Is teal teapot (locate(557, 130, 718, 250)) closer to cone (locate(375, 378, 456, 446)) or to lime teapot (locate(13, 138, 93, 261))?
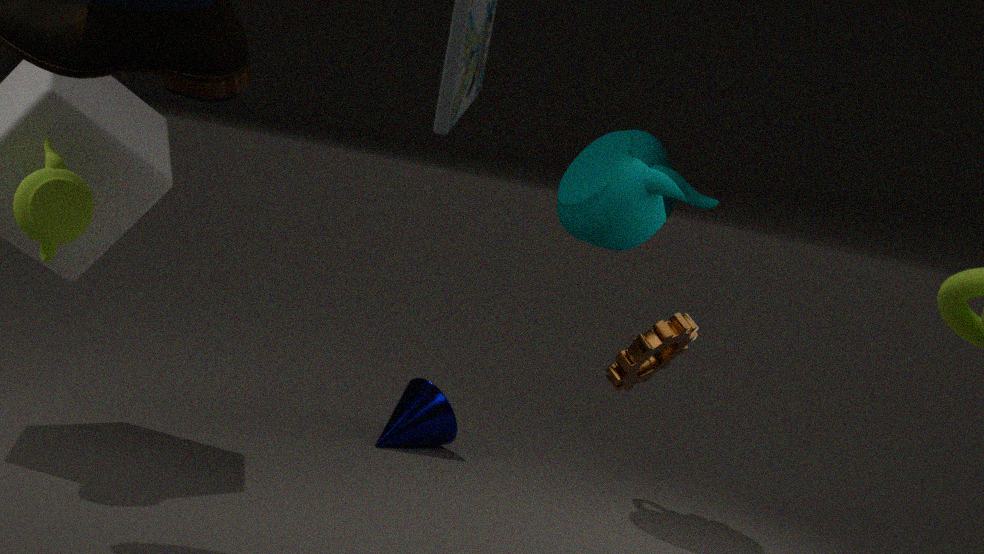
cone (locate(375, 378, 456, 446))
